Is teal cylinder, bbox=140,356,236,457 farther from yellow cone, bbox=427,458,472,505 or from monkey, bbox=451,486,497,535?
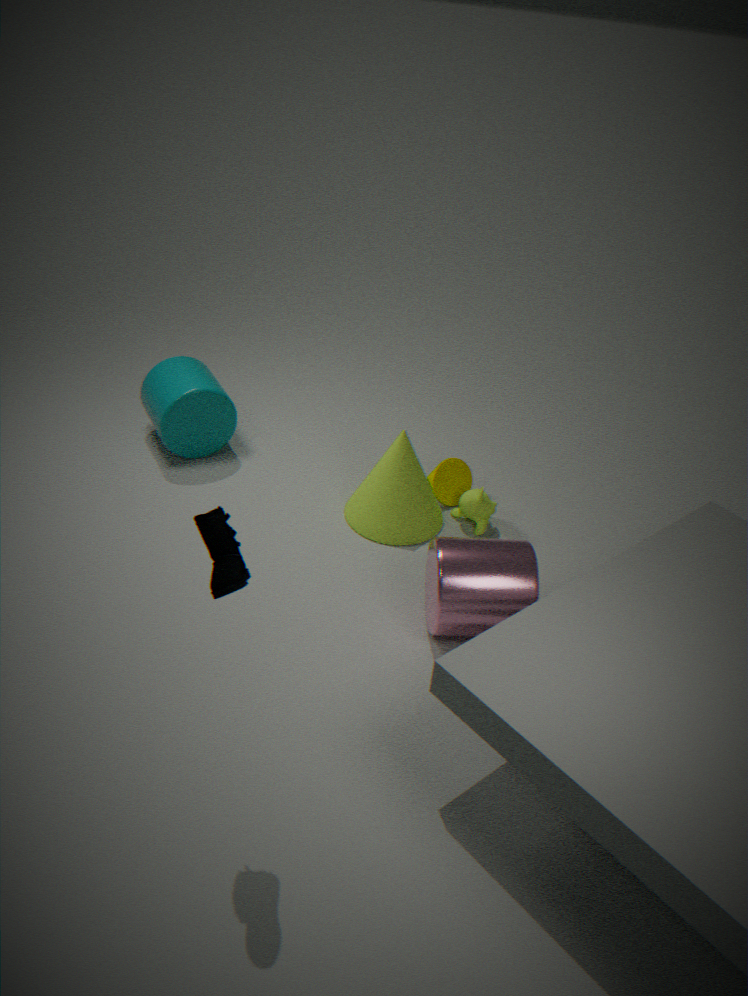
monkey, bbox=451,486,497,535
